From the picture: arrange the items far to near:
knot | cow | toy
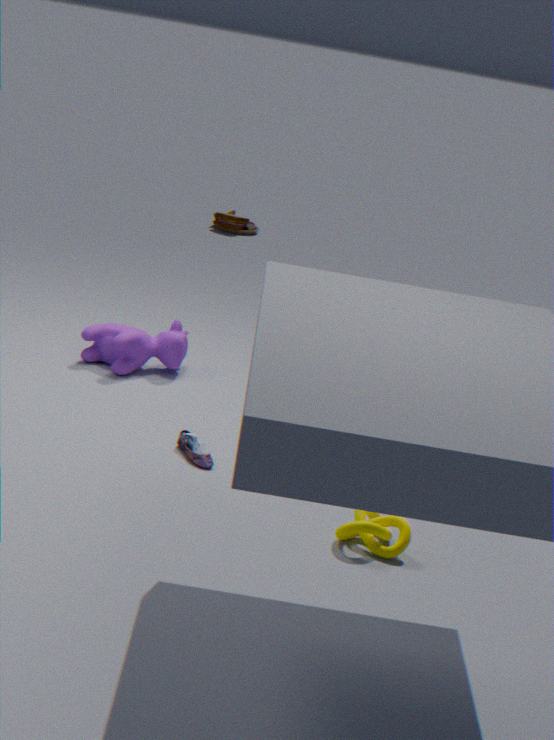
1. toy
2. cow
3. knot
